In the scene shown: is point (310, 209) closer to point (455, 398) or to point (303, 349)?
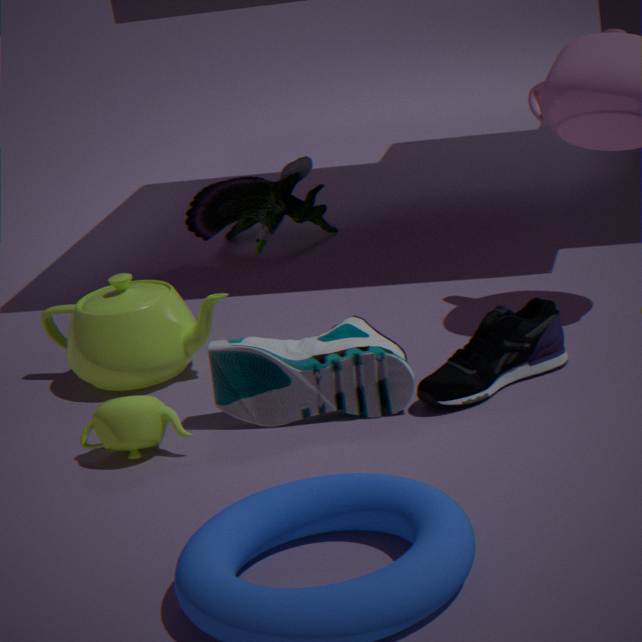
point (303, 349)
